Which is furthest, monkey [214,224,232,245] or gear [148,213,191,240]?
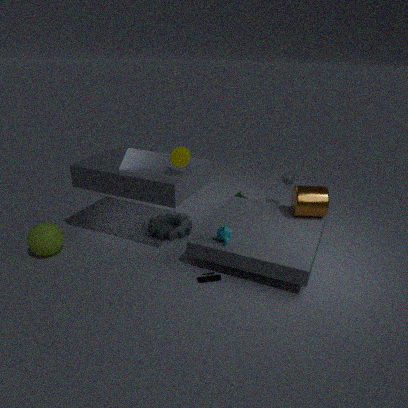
gear [148,213,191,240]
